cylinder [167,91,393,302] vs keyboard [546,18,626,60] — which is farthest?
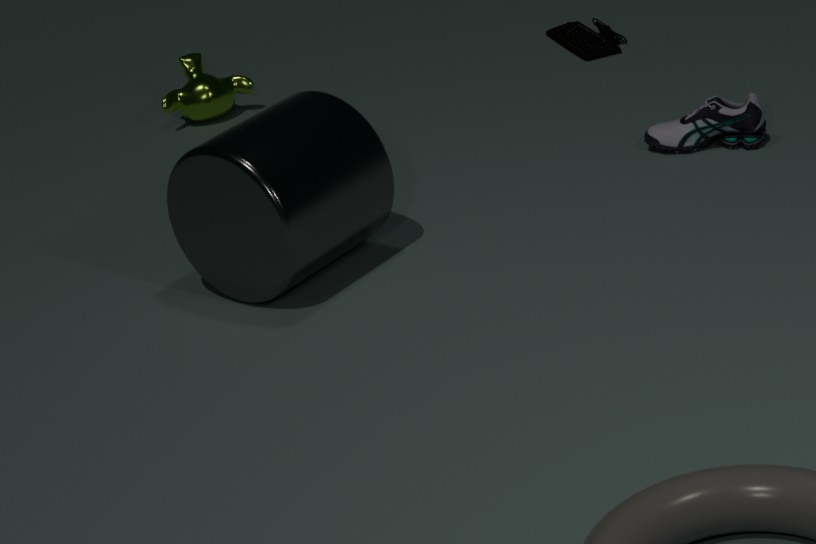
keyboard [546,18,626,60]
